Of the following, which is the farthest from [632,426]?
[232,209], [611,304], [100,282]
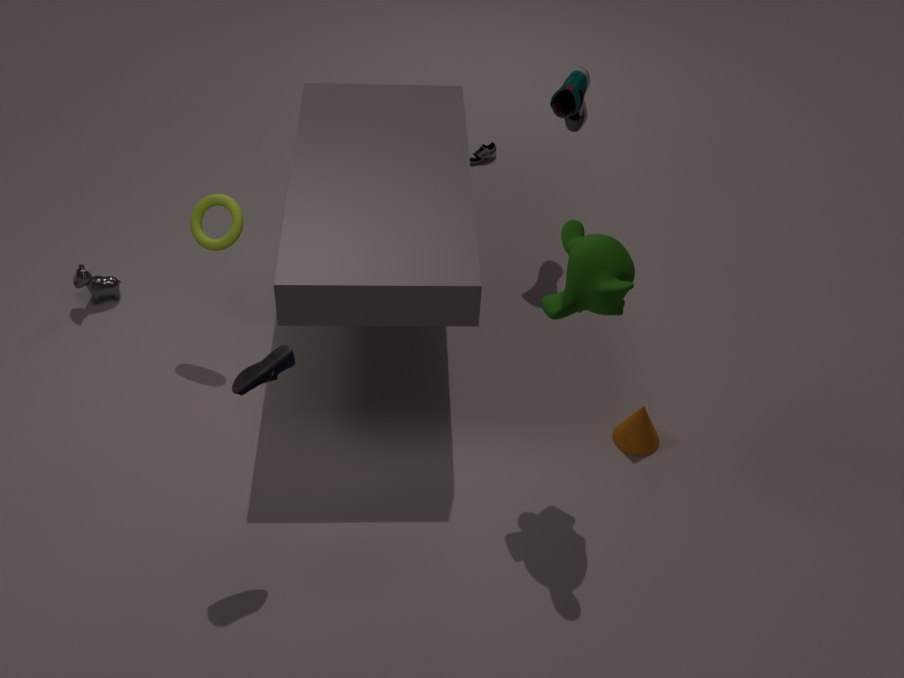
[100,282]
